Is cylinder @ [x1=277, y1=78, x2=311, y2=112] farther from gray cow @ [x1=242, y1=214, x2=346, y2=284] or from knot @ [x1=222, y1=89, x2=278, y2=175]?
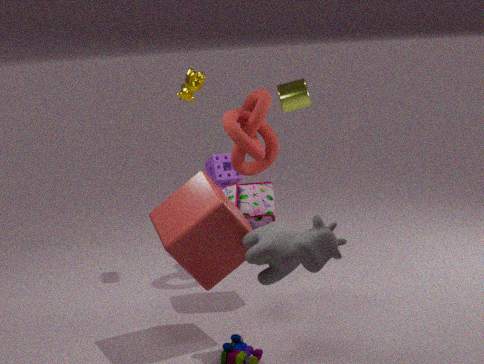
gray cow @ [x1=242, y1=214, x2=346, y2=284]
